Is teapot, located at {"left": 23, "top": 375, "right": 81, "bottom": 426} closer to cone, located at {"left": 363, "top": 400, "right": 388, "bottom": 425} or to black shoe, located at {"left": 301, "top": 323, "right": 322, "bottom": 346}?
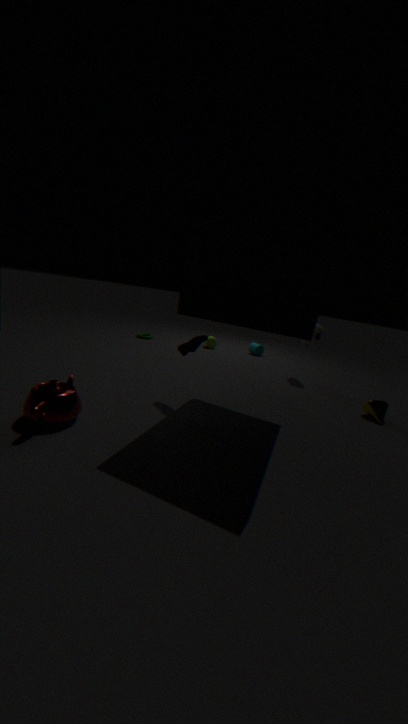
cone, located at {"left": 363, "top": 400, "right": 388, "bottom": 425}
